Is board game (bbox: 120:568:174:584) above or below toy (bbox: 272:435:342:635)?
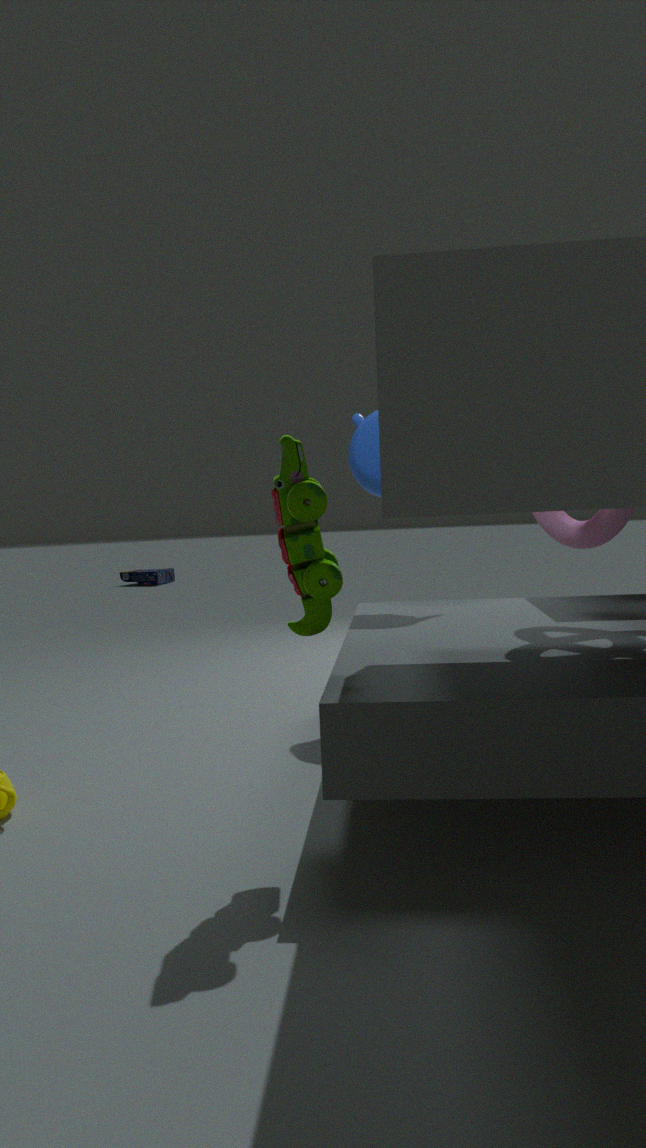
below
